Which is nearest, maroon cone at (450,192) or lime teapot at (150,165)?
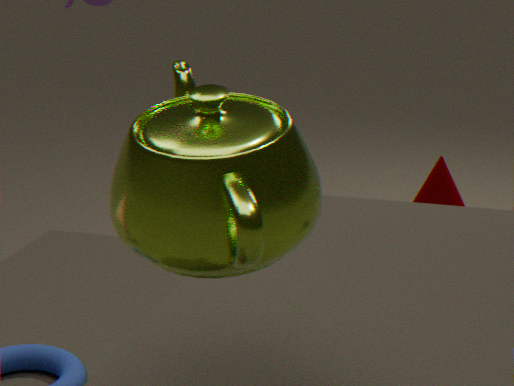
lime teapot at (150,165)
